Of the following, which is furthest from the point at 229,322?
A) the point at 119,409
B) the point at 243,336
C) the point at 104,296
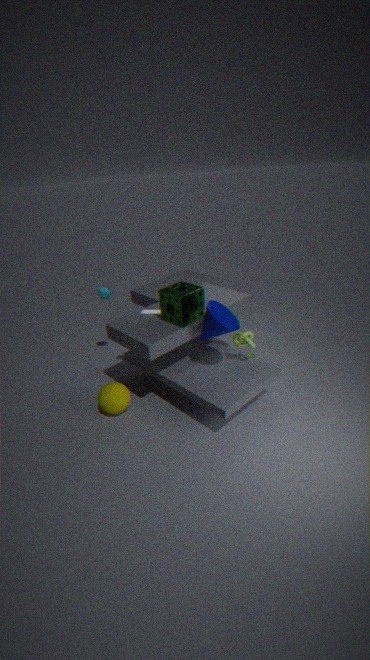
the point at 104,296
